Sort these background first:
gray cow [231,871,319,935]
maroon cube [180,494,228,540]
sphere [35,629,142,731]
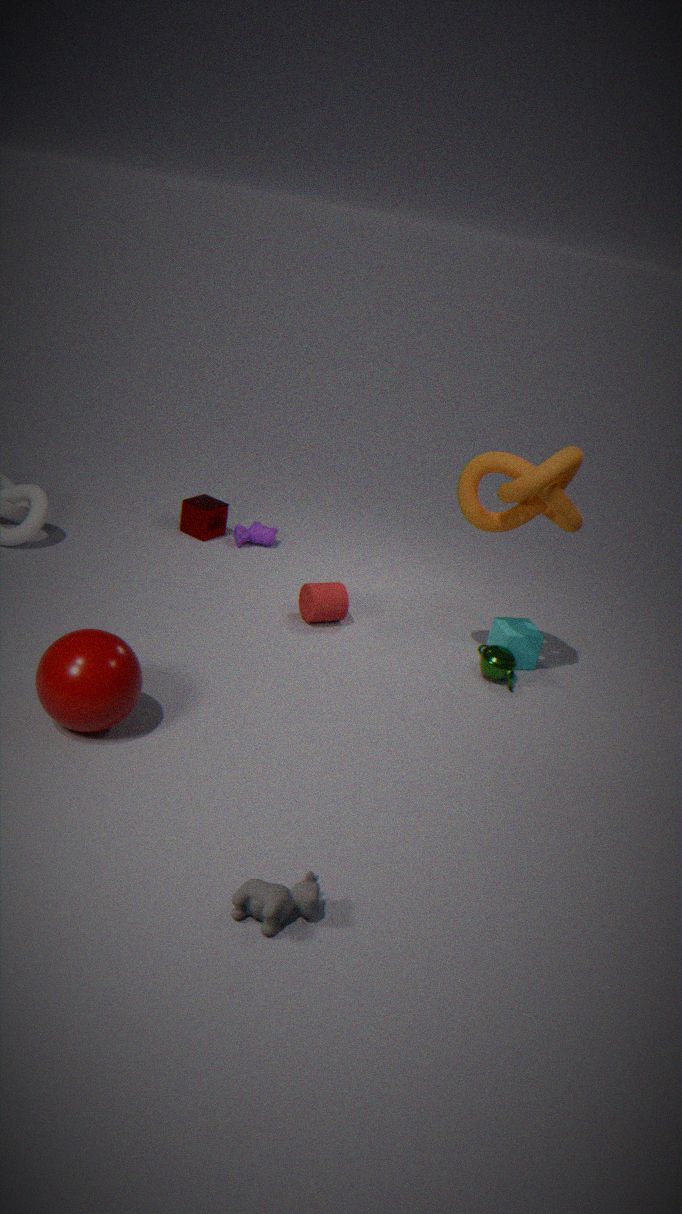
maroon cube [180,494,228,540] < sphere [35,629,142,731] < gray cow [231,871,319,935]
